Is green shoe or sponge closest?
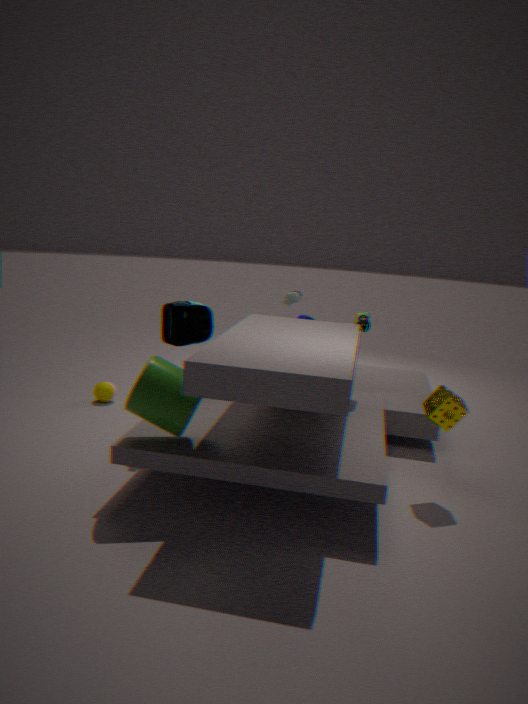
sponge
